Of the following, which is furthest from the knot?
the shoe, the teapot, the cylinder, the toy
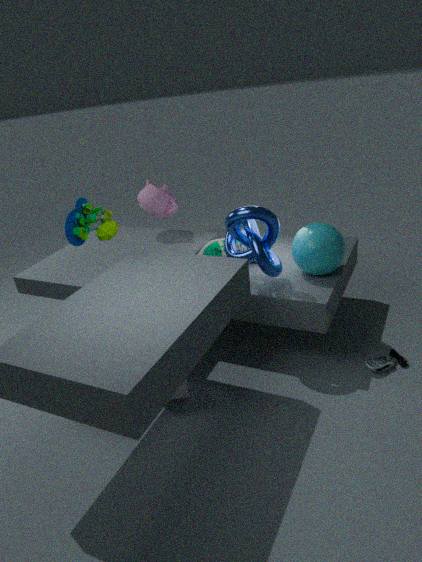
the cylinder
